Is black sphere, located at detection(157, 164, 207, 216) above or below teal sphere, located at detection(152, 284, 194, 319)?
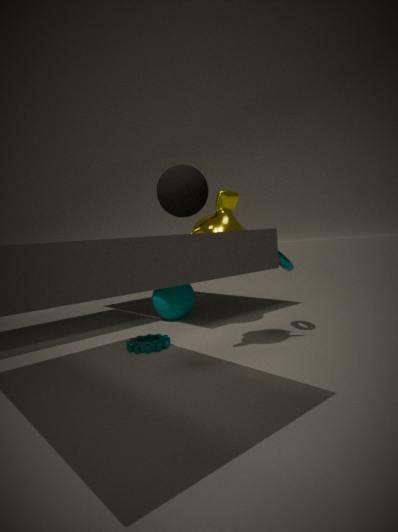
above
